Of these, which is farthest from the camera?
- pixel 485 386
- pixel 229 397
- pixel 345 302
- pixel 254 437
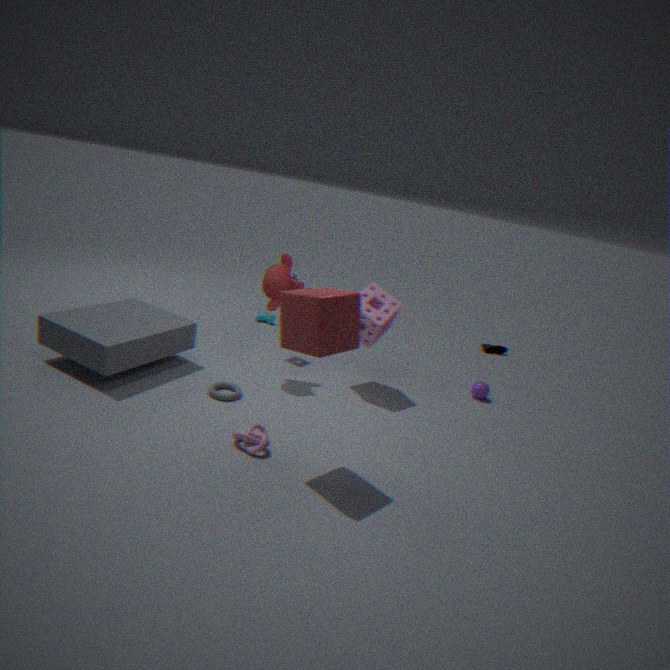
pixel 485 386
